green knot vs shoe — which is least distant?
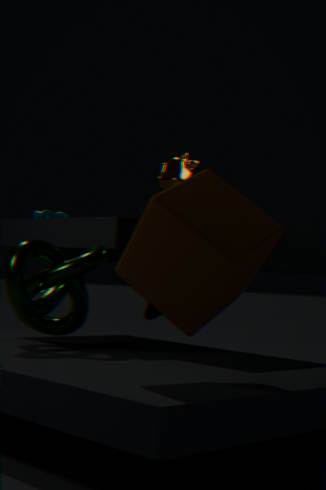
green knot
